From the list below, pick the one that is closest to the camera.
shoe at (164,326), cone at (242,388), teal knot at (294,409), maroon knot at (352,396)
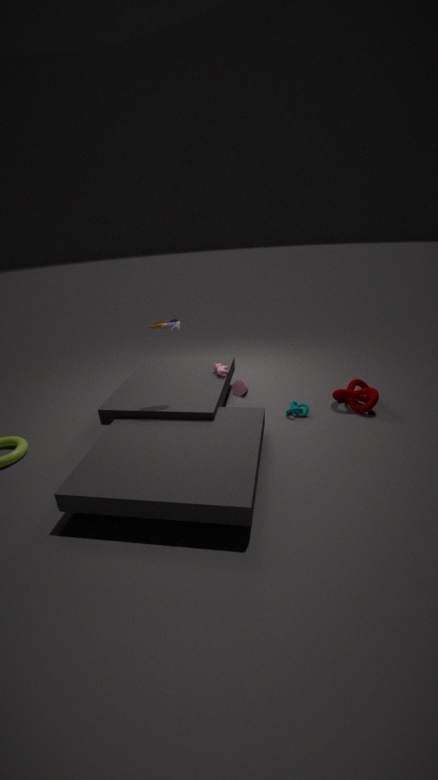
shoe at (164,326)
